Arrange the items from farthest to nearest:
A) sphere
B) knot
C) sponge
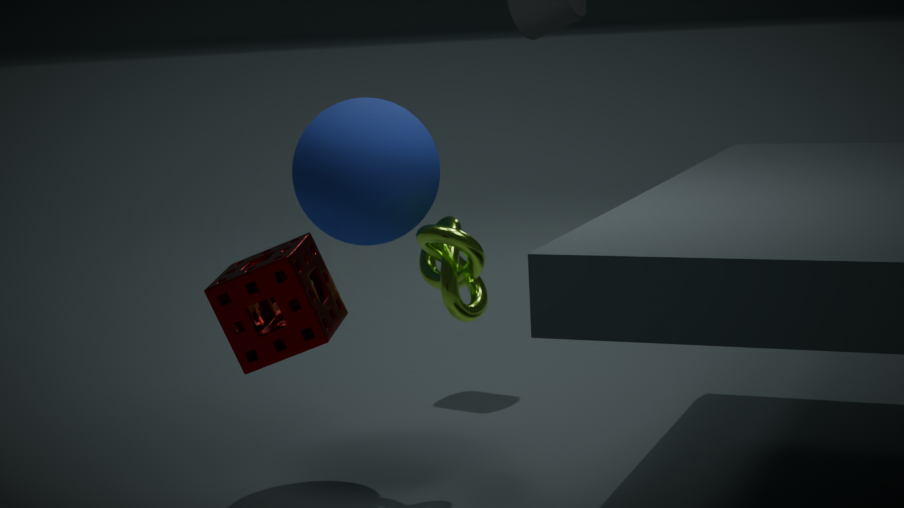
sphere < knot < sponge
